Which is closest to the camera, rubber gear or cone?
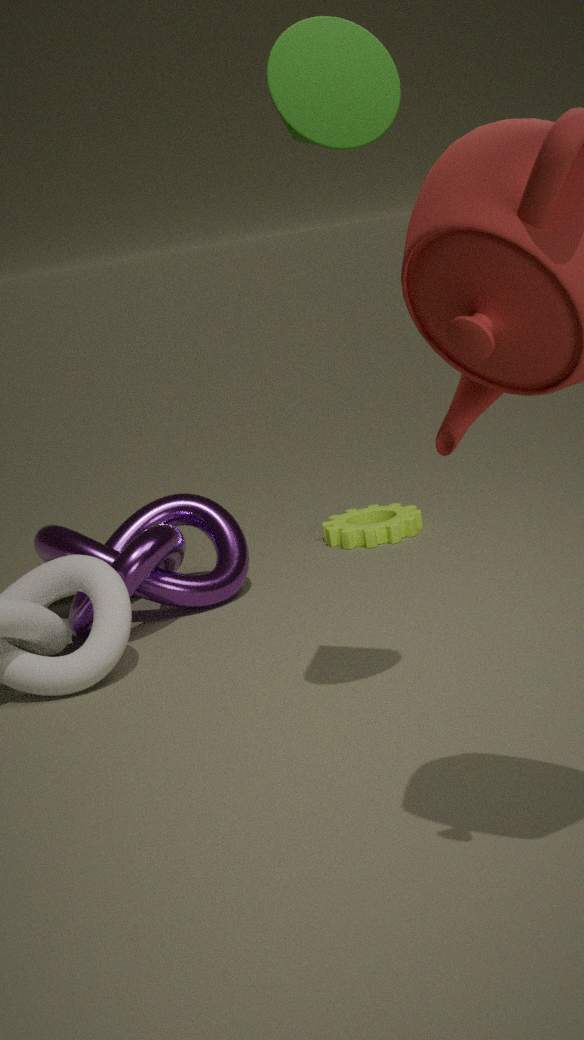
cone
